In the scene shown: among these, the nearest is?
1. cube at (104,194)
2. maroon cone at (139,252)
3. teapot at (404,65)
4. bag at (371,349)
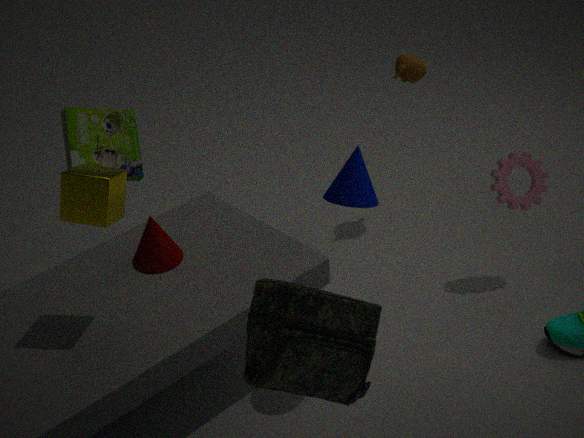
bag at (371,349)
